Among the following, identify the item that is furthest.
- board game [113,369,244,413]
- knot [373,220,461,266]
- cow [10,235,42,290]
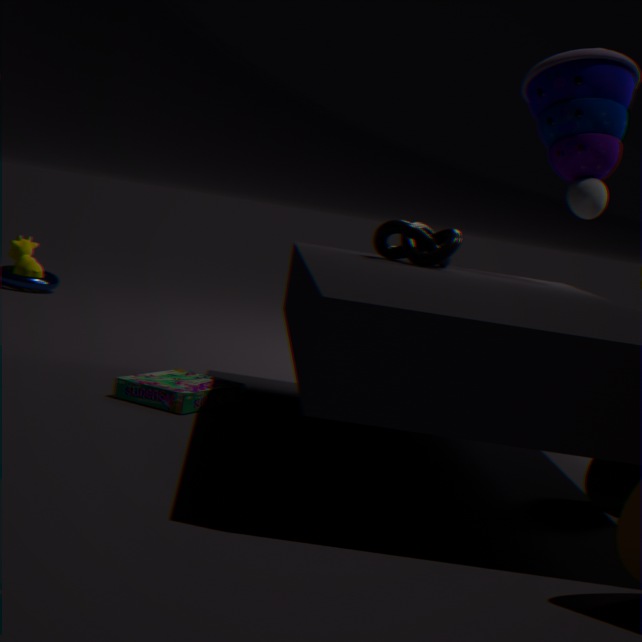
cow [10,235,42,290]
